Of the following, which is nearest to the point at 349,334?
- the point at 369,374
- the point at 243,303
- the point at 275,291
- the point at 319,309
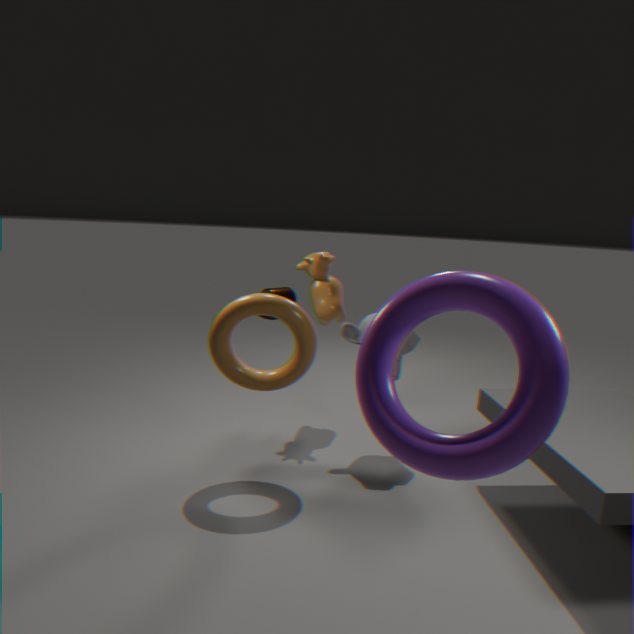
the point at 319,309
